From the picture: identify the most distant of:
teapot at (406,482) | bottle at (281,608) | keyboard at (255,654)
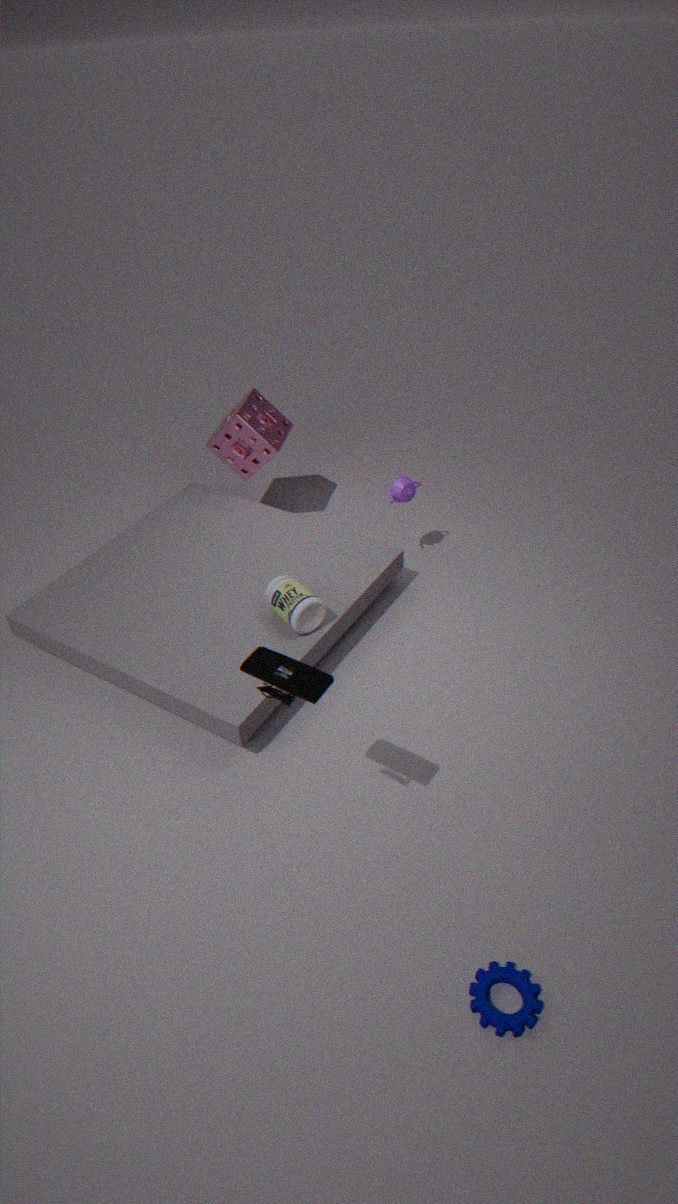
teapot at (406,482)
